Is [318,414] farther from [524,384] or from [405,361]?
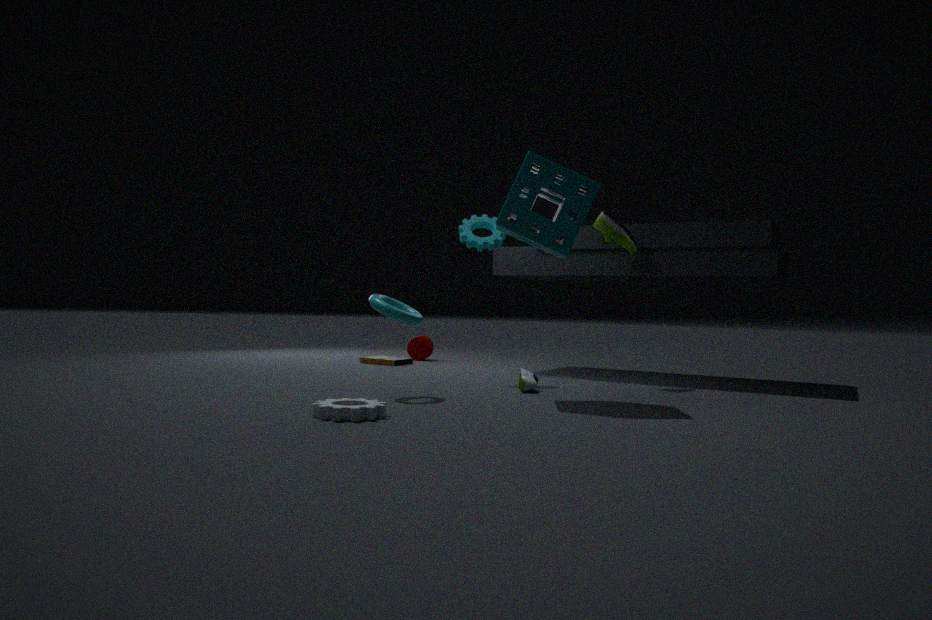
[405,361]
